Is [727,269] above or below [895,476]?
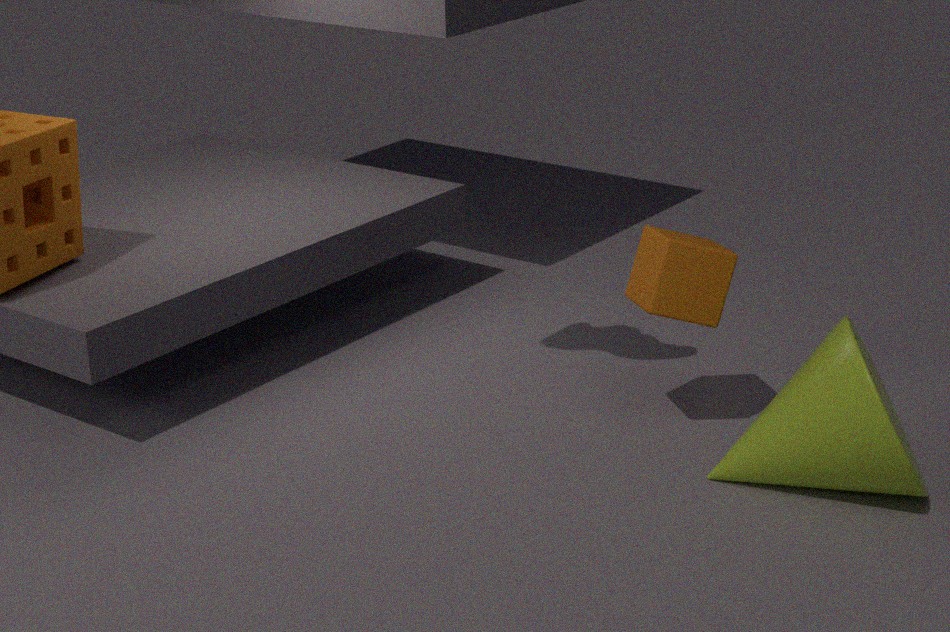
above
